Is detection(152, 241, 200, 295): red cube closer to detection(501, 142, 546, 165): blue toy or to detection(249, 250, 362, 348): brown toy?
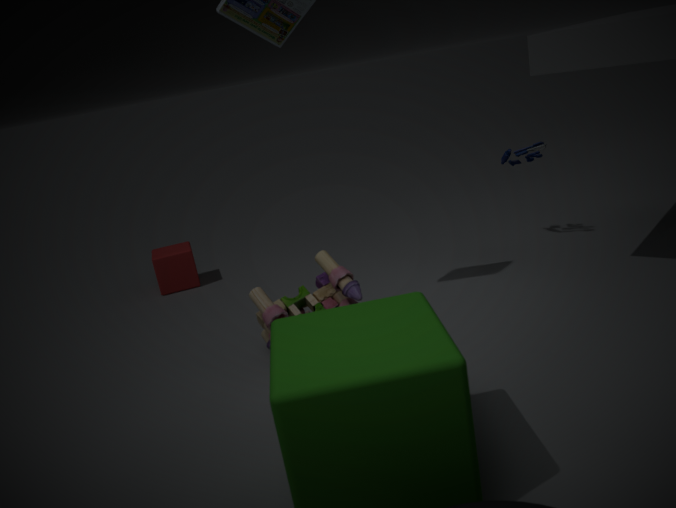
detection(249, 250, 362, 348): brown toy
